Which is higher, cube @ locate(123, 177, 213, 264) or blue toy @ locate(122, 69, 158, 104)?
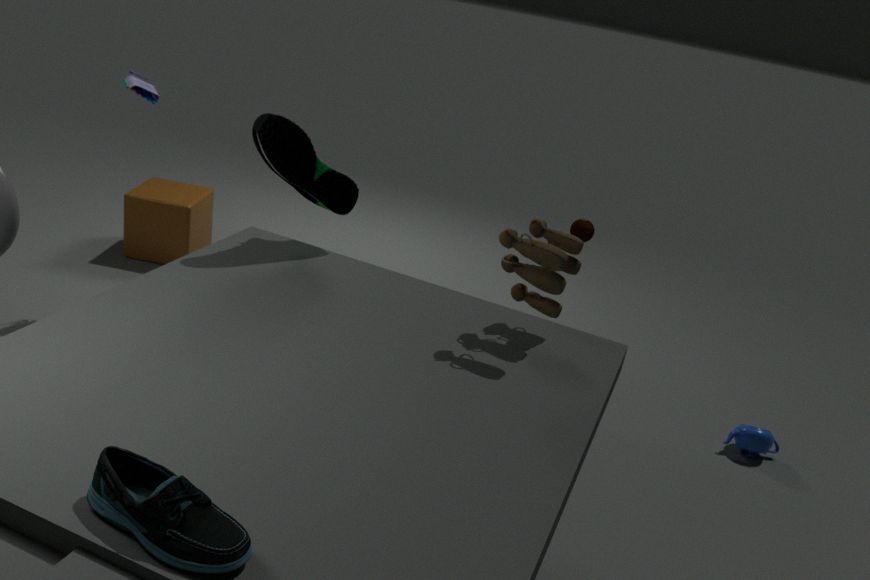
blue toy @ locate(122, 69, 158, 104)
